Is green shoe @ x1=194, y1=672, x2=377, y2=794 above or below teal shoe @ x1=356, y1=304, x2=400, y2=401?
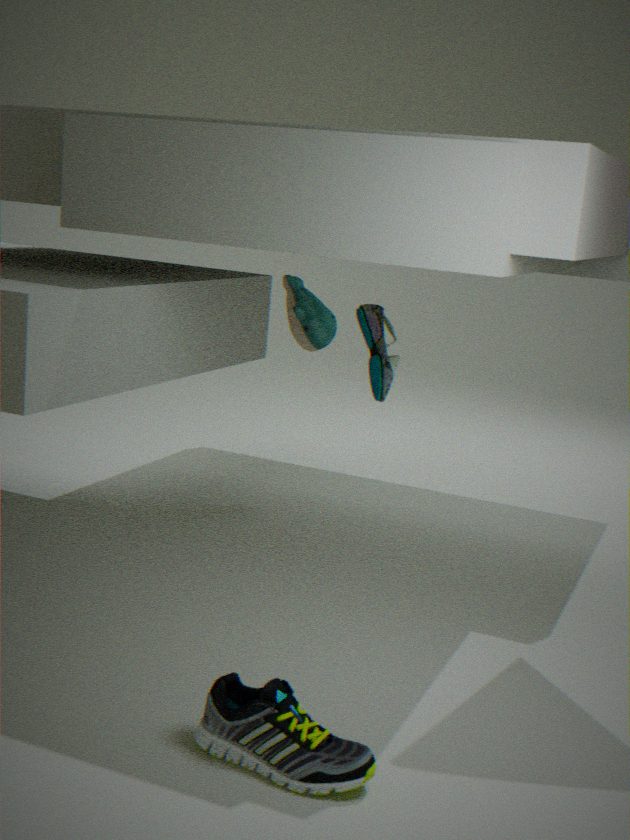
below
